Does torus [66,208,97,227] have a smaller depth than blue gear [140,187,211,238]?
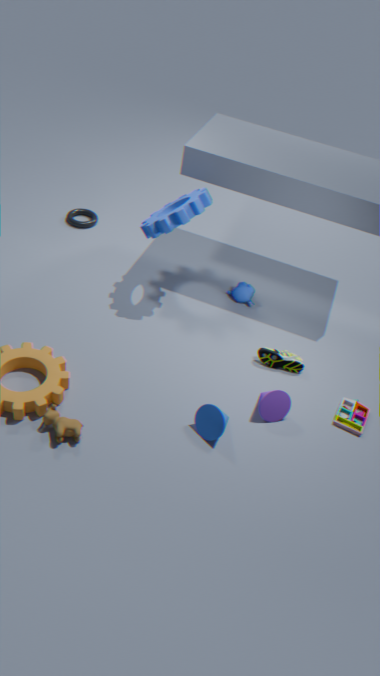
No
